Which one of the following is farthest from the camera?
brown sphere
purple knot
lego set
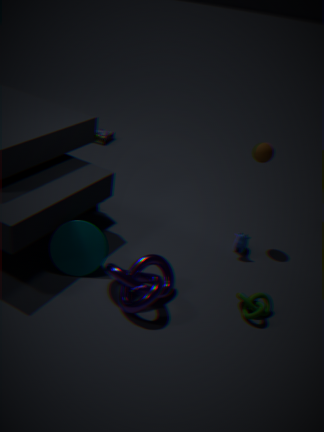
lego set
